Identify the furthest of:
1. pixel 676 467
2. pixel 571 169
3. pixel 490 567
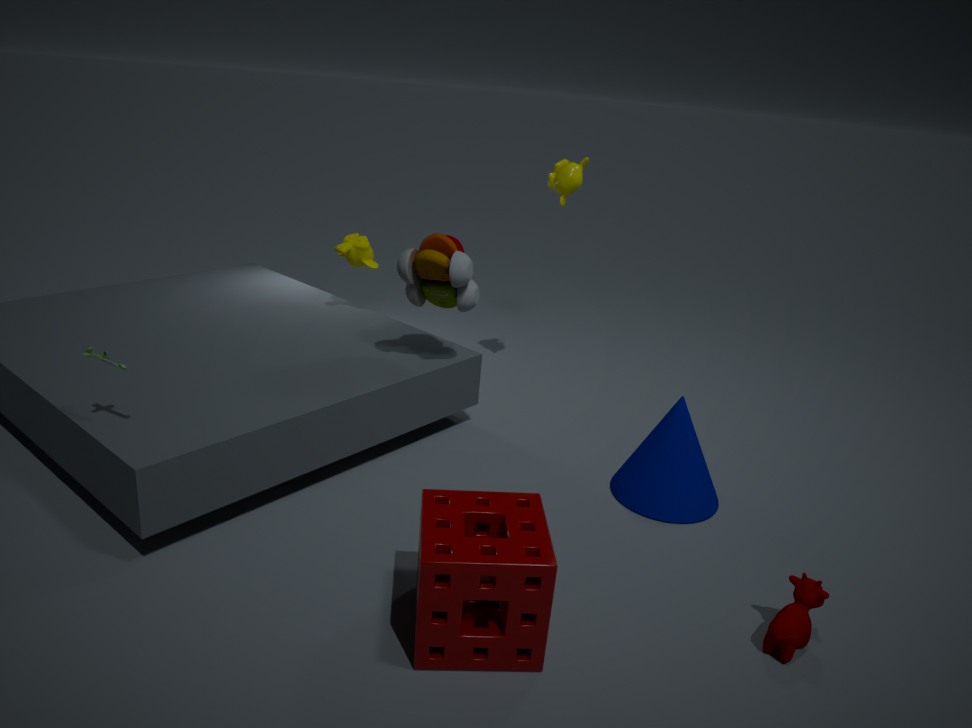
pixel 571 169
